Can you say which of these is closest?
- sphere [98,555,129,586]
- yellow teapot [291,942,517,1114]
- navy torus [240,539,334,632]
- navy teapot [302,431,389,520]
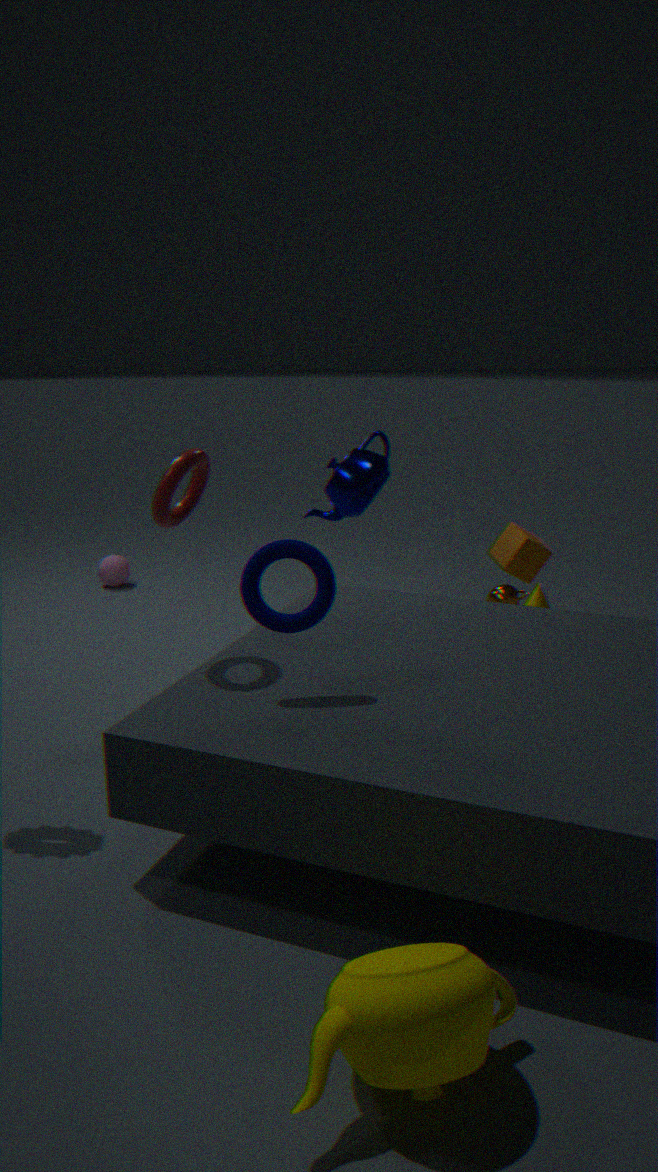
yellow teapot [291,942,517,1114]
